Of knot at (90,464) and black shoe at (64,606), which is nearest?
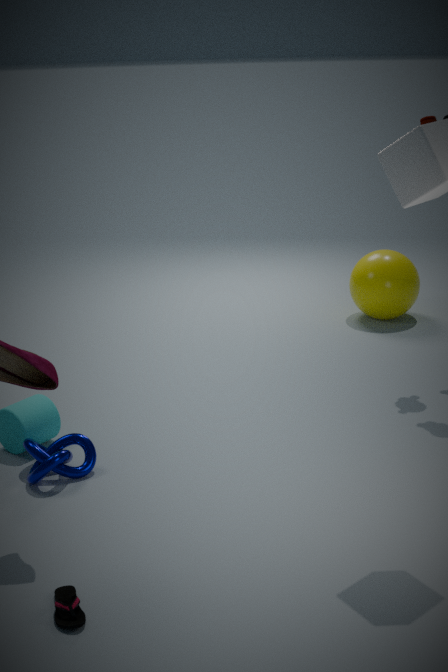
black shoe at (64,606)
